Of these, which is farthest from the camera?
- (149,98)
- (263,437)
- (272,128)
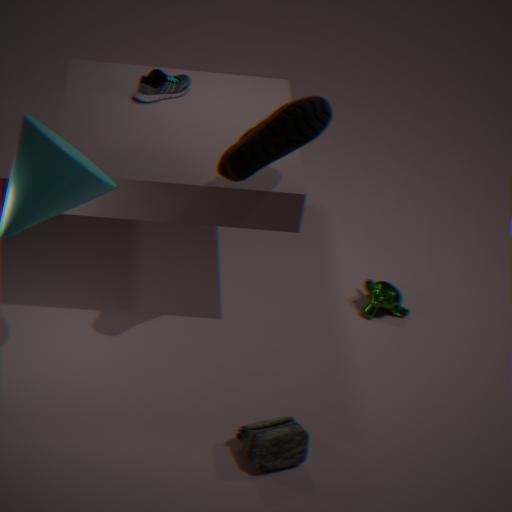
(149,98)
